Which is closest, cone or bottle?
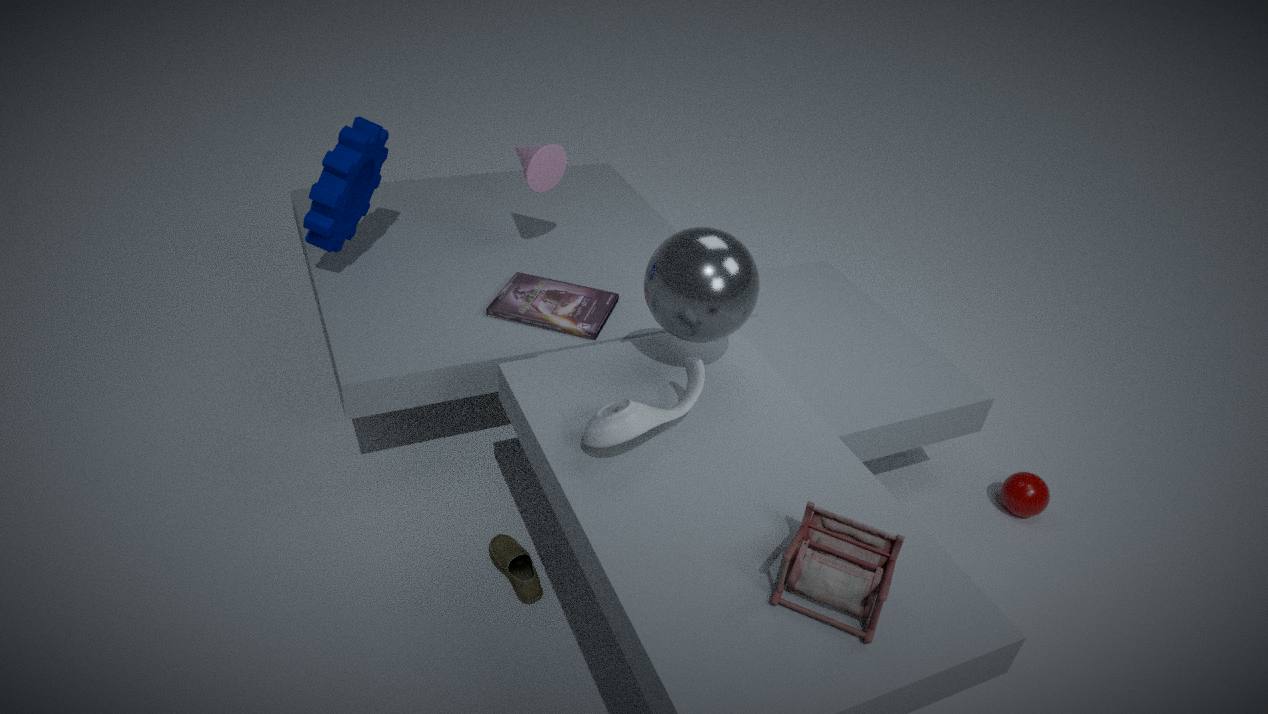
bottle
